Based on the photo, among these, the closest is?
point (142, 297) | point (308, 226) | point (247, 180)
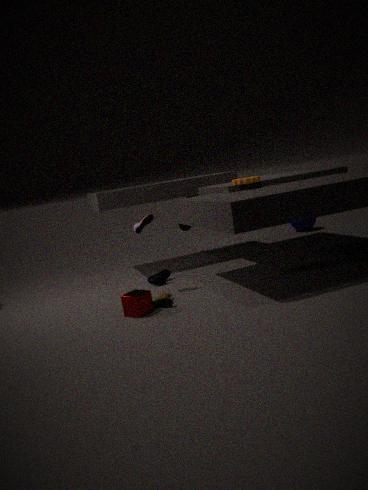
point (142, 297)
